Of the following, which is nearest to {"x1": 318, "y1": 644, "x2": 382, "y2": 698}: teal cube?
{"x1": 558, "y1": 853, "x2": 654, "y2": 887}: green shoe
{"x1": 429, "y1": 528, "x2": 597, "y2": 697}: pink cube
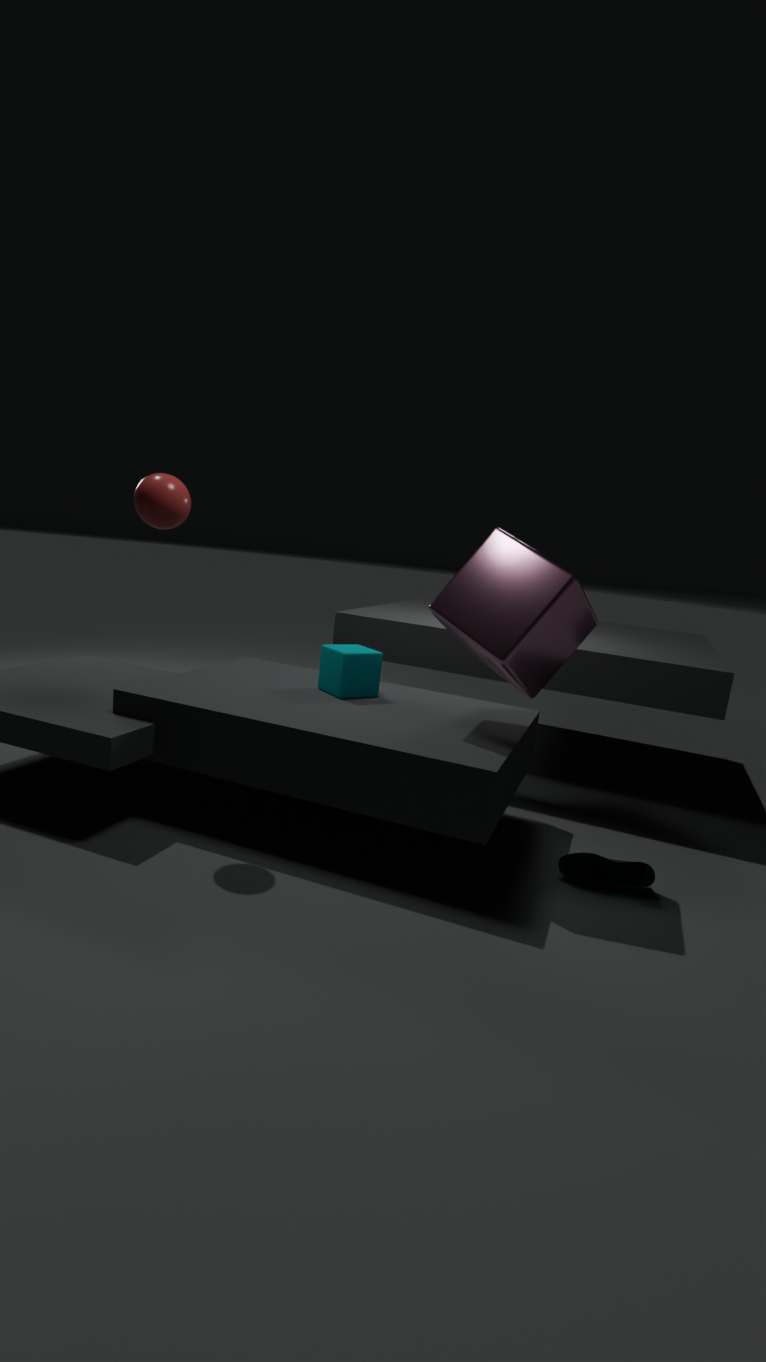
{"x1": 429, "y1": 528, "x2": 597, "y2": 697}: pink cube
